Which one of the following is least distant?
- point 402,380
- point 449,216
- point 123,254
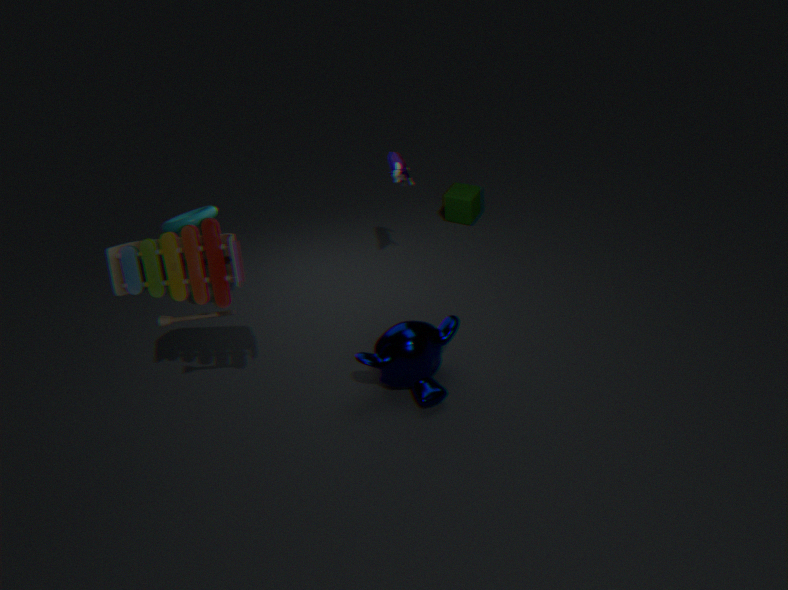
point 123,254
